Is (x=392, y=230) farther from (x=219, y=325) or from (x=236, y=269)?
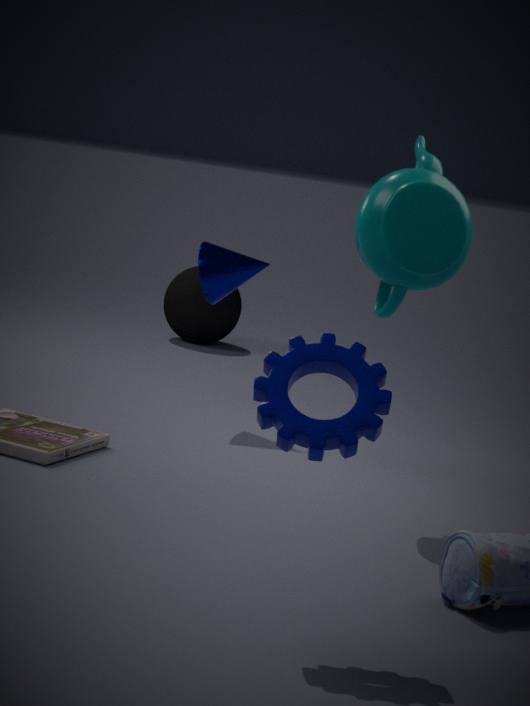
(x=219, y=325)
